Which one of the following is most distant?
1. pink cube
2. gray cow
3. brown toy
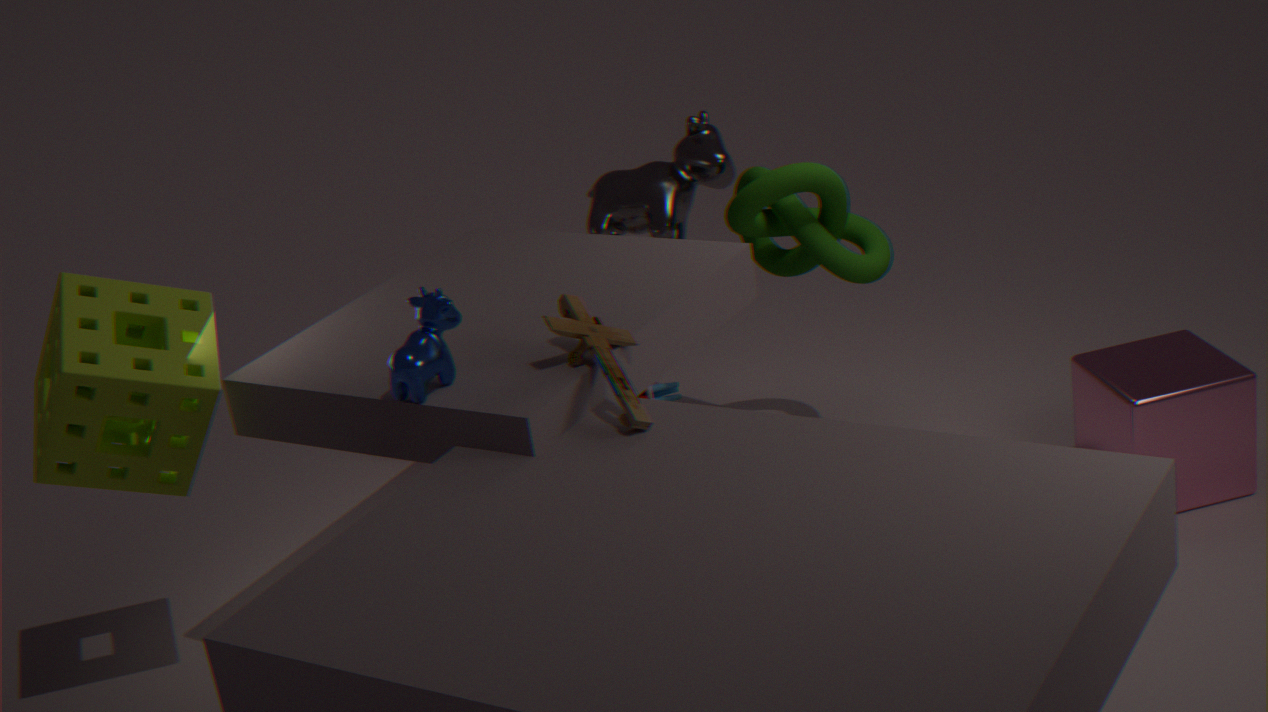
gray cow
